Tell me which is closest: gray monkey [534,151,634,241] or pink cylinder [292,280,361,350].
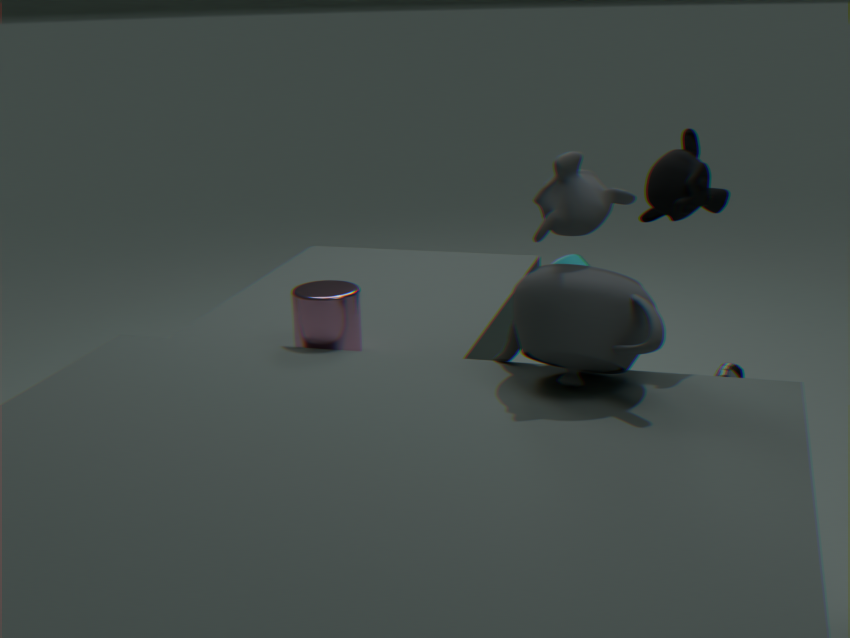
gray monkey [534,151,634,241]
